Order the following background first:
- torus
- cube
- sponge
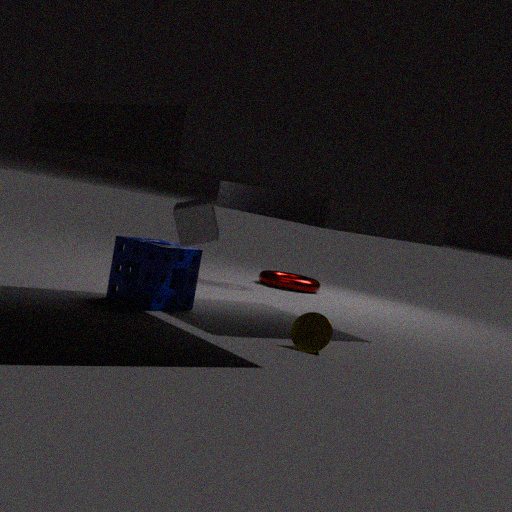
torus → sponge → cube
